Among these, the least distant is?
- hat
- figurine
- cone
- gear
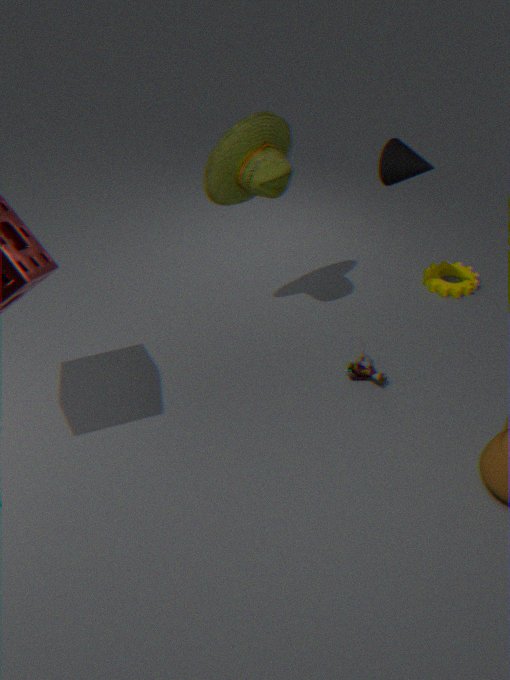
hat
